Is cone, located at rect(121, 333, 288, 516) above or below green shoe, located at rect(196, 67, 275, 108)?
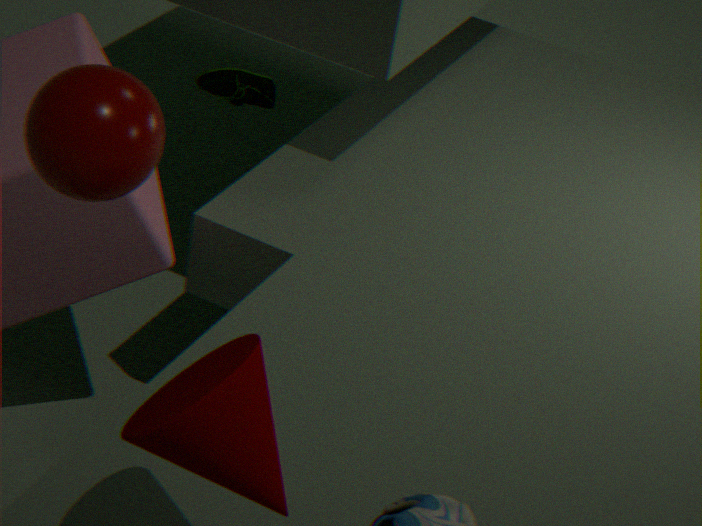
above
